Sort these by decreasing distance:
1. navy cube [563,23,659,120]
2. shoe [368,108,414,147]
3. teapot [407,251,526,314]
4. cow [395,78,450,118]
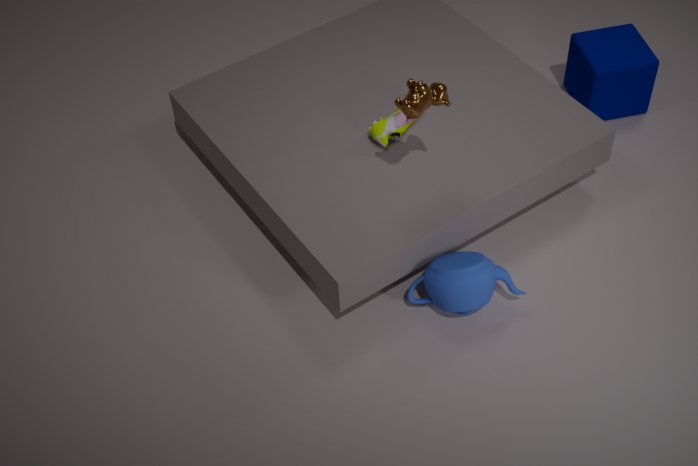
navy cube [563,23,659,120], shoe [368,108,414,147], teapot [407,251,526,314], cow [395,78,450,118]
